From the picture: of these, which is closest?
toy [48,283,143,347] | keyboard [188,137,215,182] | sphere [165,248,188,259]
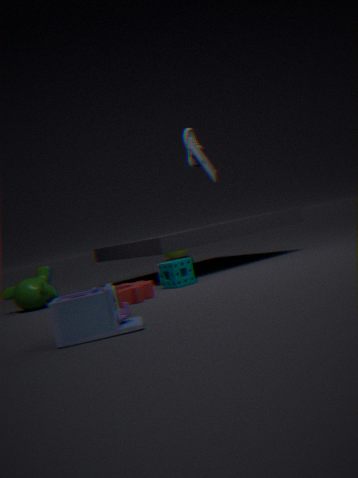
toy [48,283,143,347]
